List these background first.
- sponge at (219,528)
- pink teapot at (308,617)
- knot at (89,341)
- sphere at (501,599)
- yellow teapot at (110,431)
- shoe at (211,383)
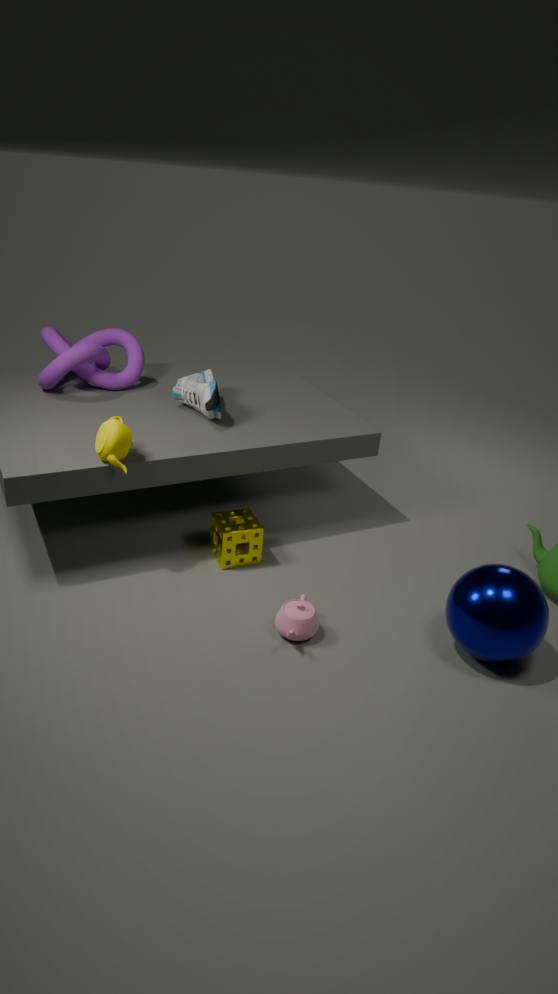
knot at (89,341), shoe at (211,383), sponge at (219,528), yellow teapot at (110,431), pink teapot at (308,617), sphere at (501,599)
